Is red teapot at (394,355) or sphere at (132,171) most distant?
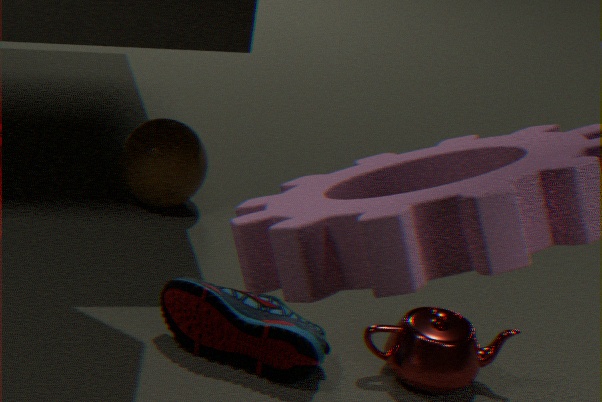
sphere at (132,171)
